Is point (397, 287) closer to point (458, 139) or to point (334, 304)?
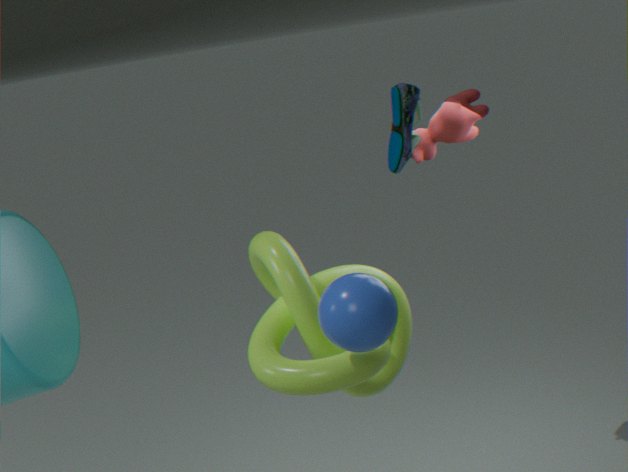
point (334, 304)
